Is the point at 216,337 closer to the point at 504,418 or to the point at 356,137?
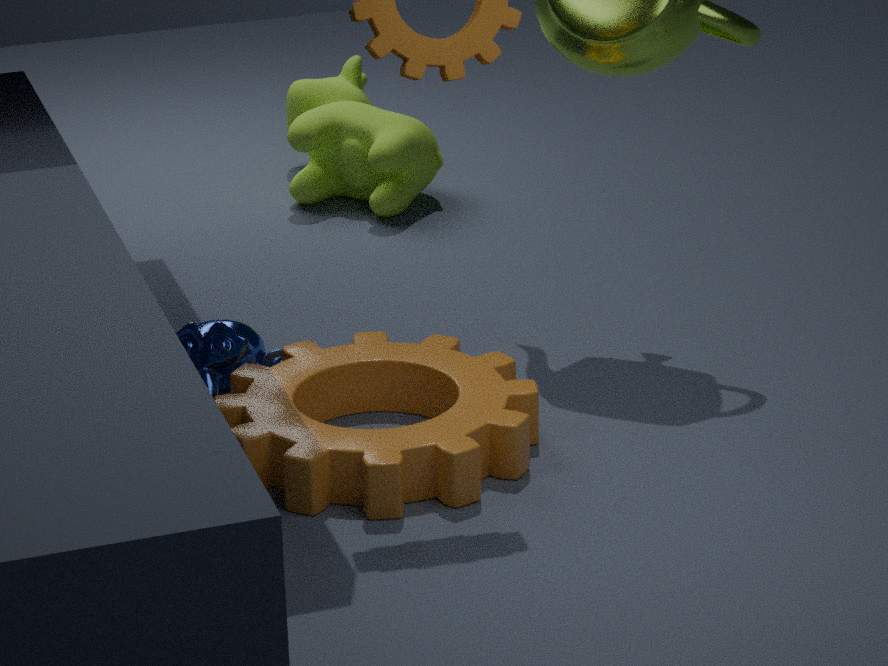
the point at 504,418
